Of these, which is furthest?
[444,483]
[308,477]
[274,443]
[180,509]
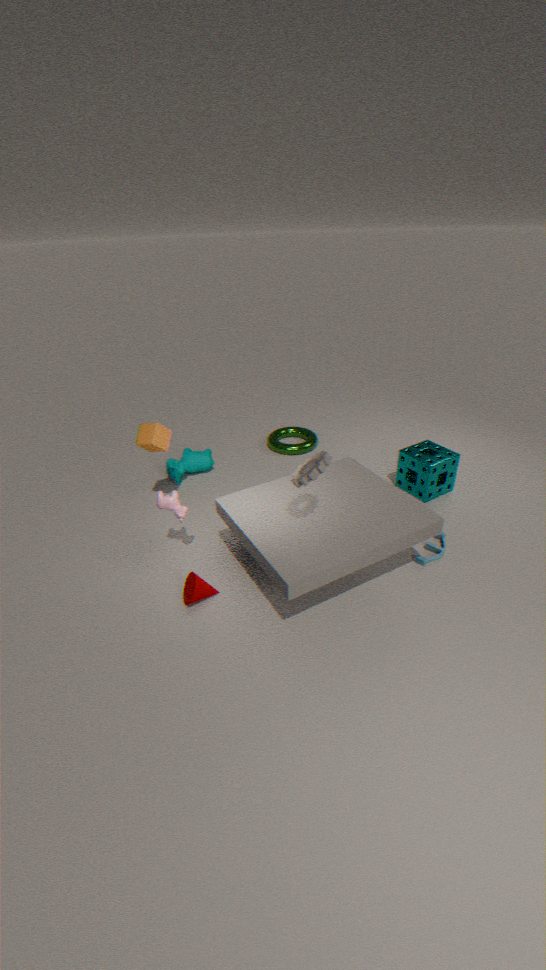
[274,443]
